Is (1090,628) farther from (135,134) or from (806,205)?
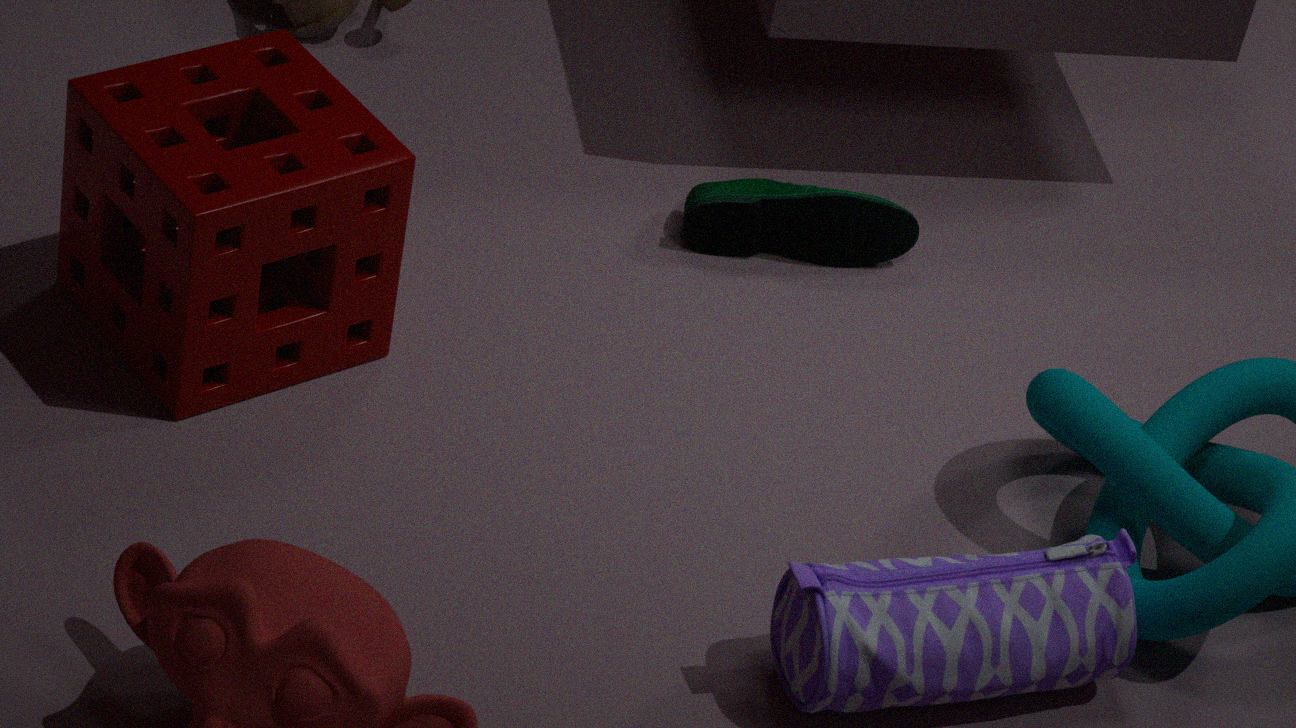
(135,134)
